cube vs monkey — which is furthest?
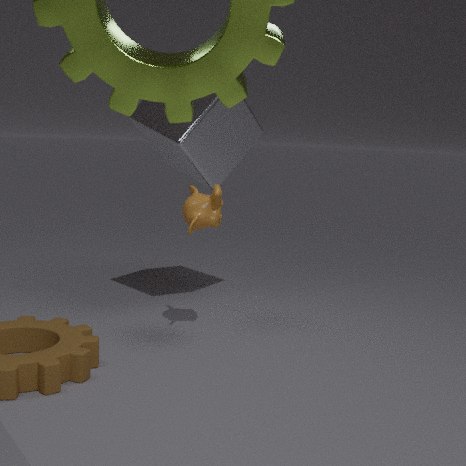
cube
